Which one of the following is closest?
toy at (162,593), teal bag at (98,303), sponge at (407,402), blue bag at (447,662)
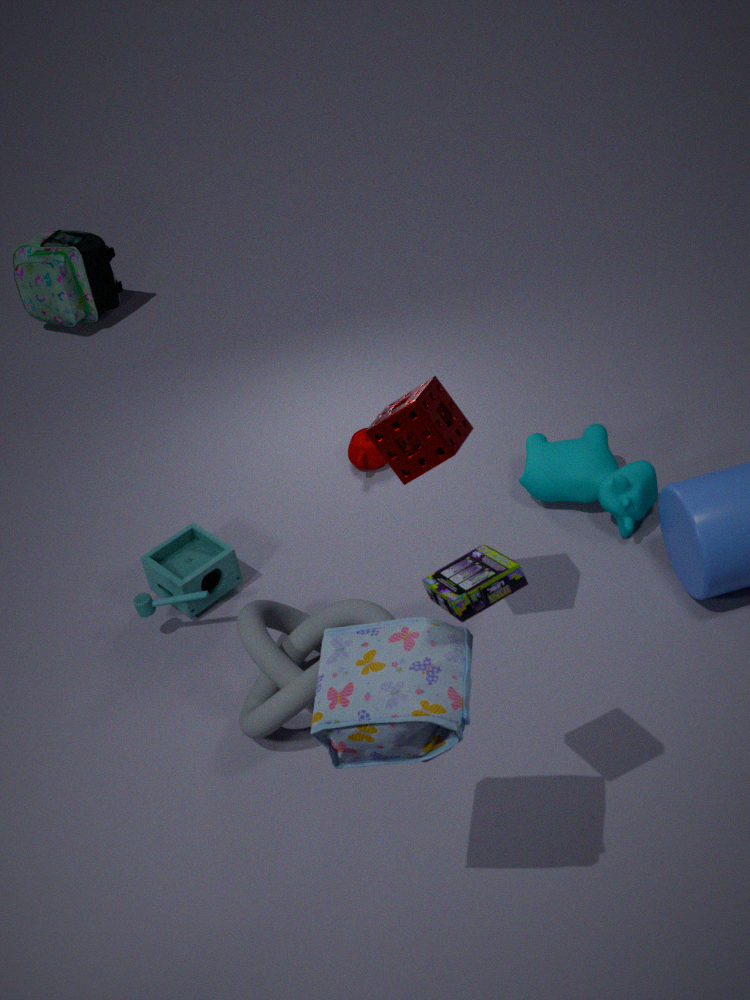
blue bag at (447,662)
